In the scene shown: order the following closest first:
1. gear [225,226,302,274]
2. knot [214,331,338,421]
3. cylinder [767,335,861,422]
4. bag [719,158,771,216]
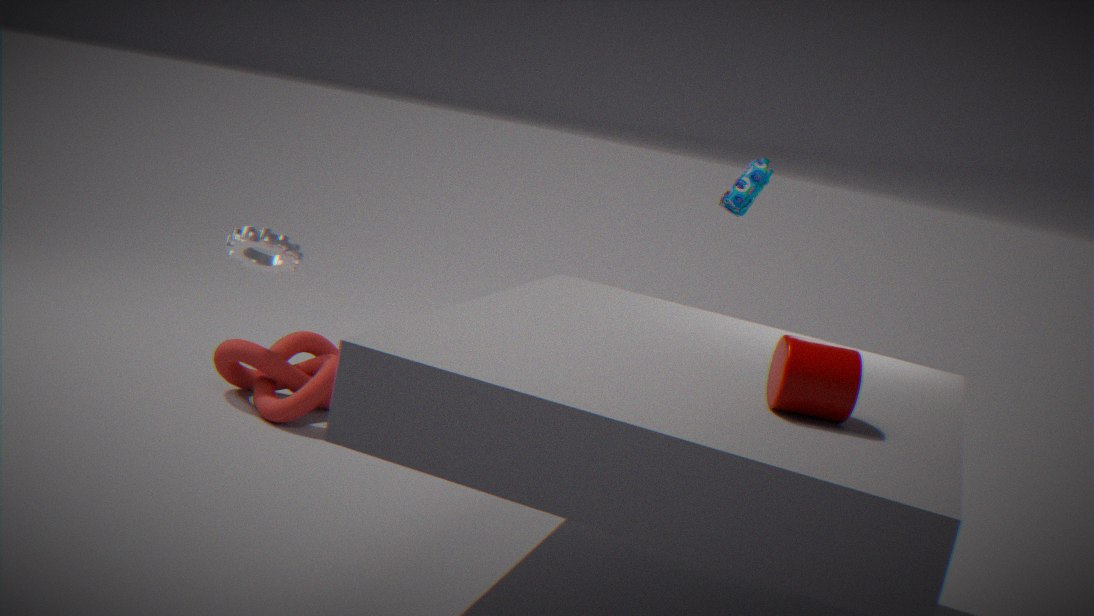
cylinder [767,335,861,422], knot [214,331,338,421], gear [225,226,302,274], bag [719,158,771,216]
